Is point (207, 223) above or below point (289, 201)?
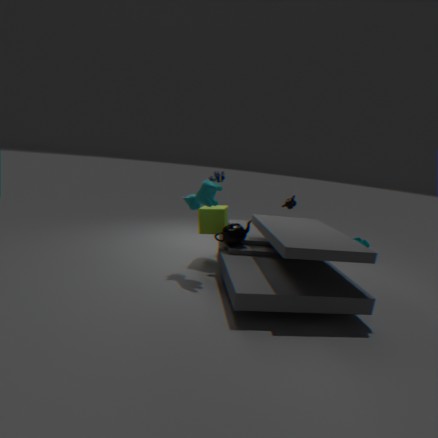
below
